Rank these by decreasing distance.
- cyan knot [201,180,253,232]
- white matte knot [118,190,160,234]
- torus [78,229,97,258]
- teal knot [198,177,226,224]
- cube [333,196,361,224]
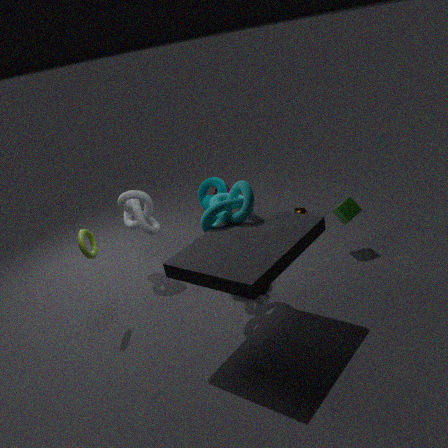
1. white matte knot [118,190,160,234]
2. cube [333,196,361,224]
3. teal knot [198,177,226,224]
4. torus [78,229,97,258]
5. cyan knot [201,180,253,232]
